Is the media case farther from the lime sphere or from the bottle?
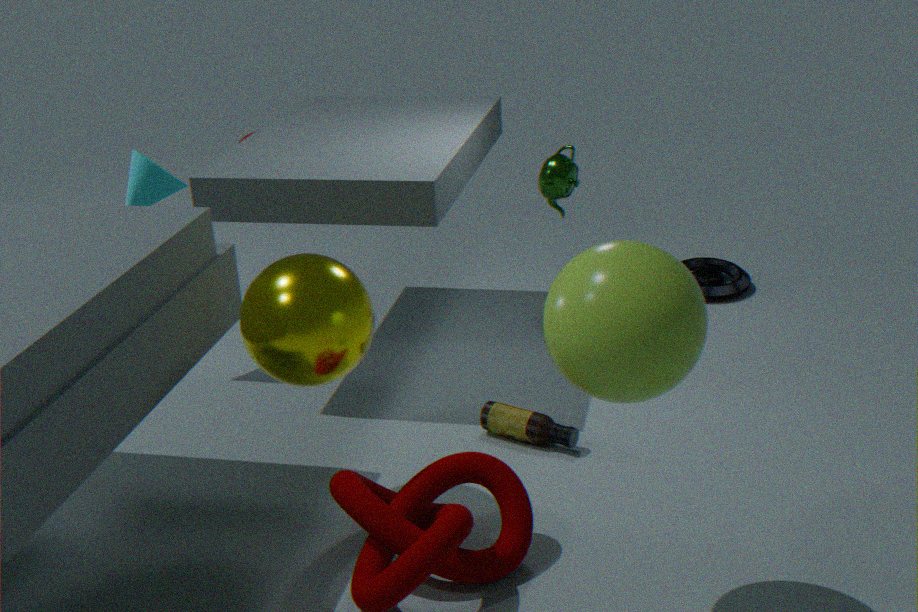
the lime sphere
